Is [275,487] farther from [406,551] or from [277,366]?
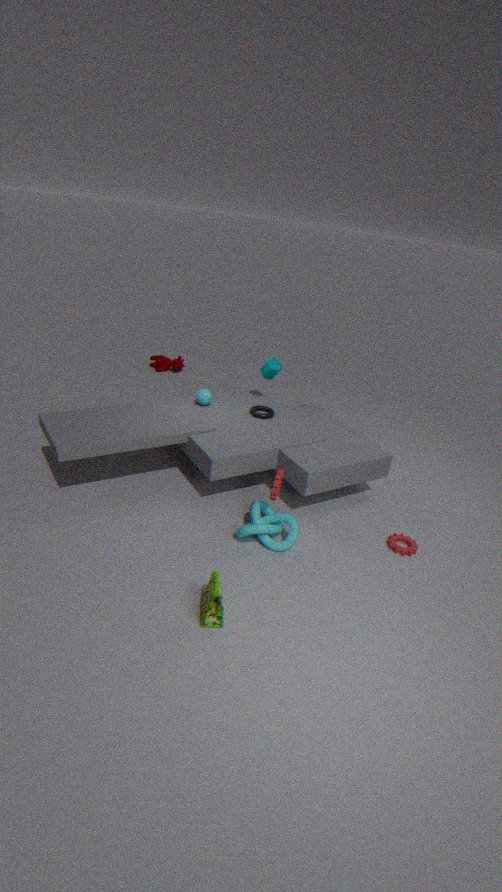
[277,366]
